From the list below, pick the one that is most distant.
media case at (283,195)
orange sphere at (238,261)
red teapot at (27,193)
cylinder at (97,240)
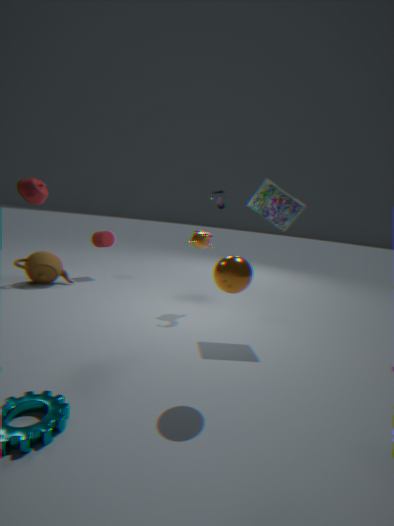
cylinder at (97,240)
